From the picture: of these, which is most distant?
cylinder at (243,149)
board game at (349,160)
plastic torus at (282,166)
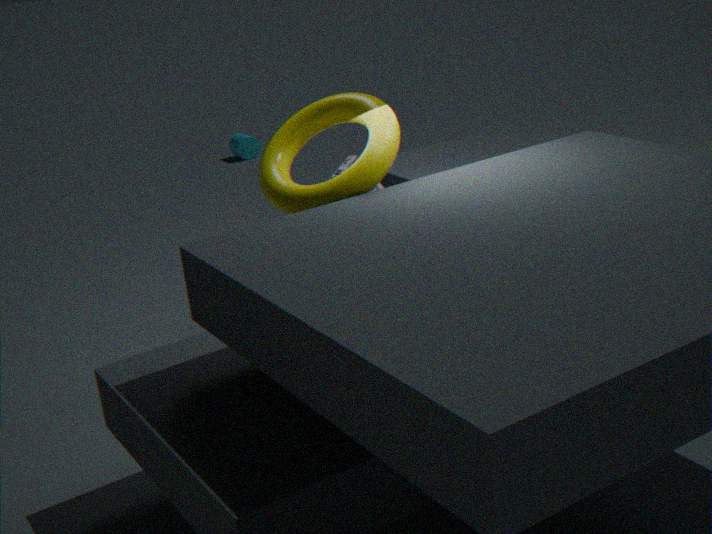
cylinder at (243,149)
